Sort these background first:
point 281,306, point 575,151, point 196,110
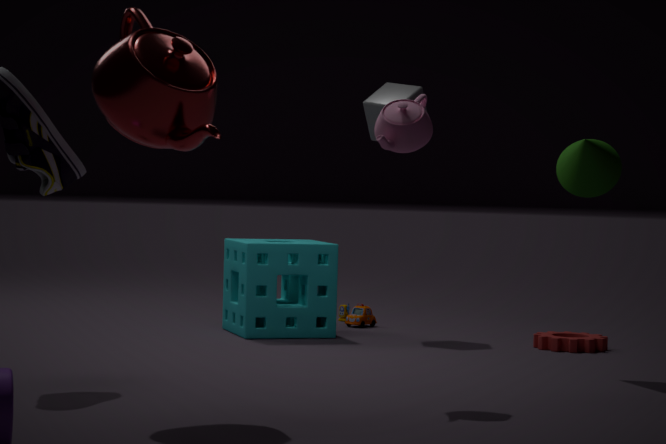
1. point 281,306
2. point 575,151
3. point 196,110
